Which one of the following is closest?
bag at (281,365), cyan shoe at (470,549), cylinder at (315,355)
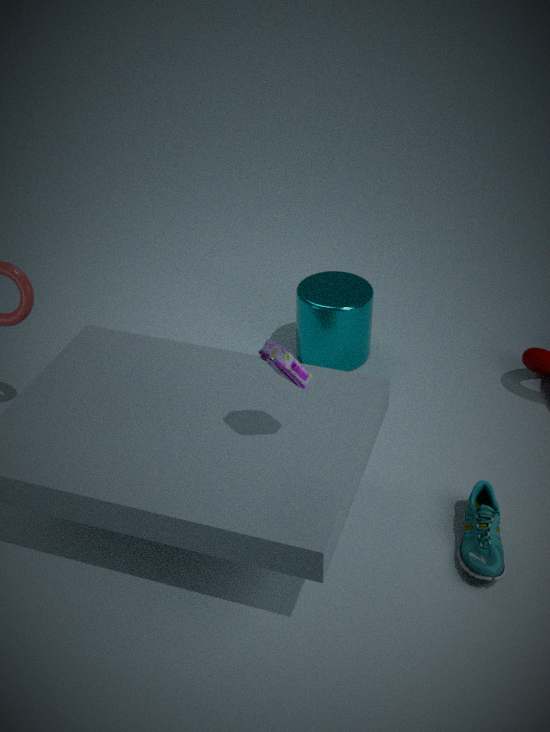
bag at (281,365)
